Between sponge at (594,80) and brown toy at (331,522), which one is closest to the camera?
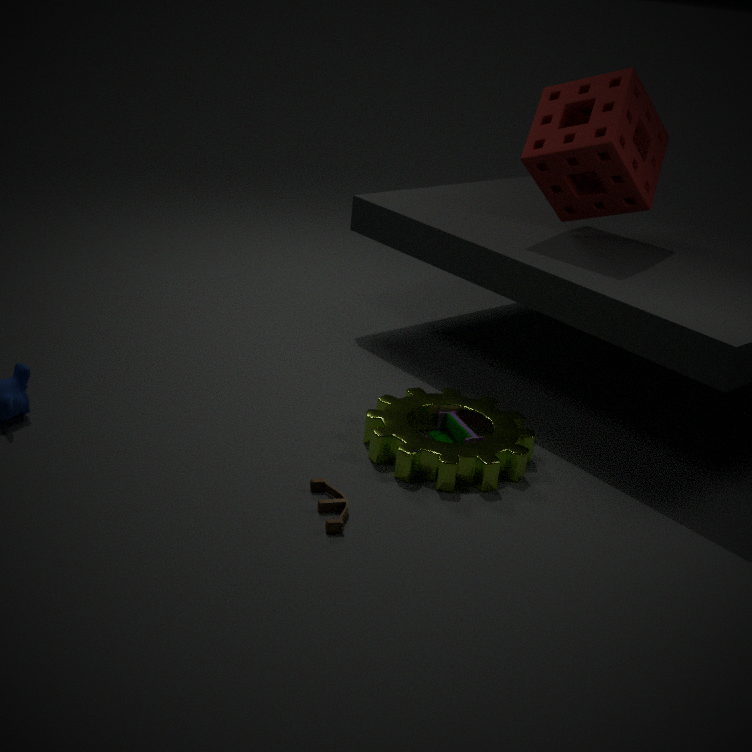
brown toy at (331,522)
